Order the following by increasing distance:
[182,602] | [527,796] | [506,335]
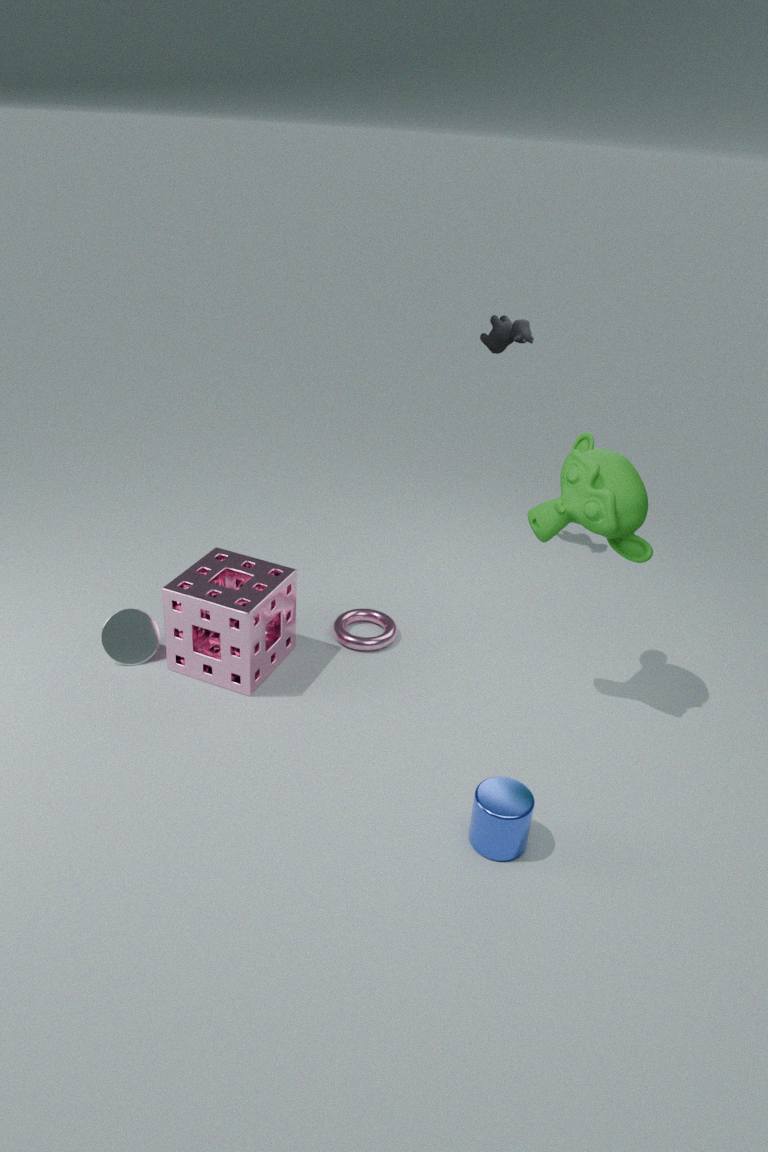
[527,796] → [182,602] → [506,335]
